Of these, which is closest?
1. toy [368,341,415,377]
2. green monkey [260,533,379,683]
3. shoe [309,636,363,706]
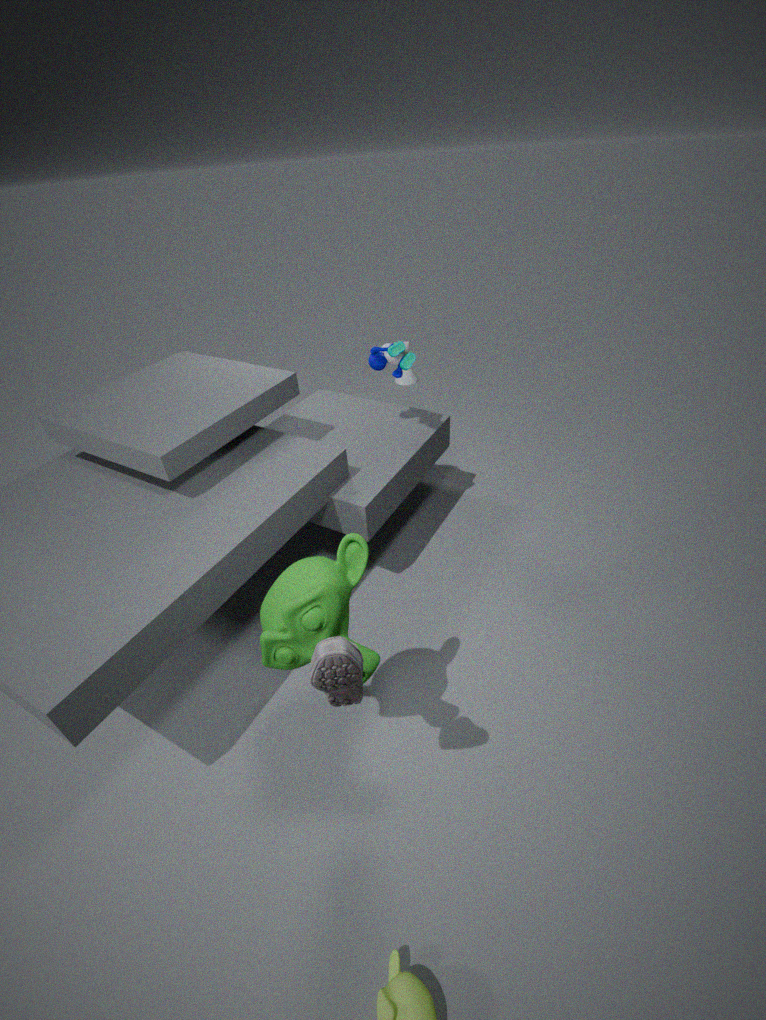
shoe [309,636,363,706]
